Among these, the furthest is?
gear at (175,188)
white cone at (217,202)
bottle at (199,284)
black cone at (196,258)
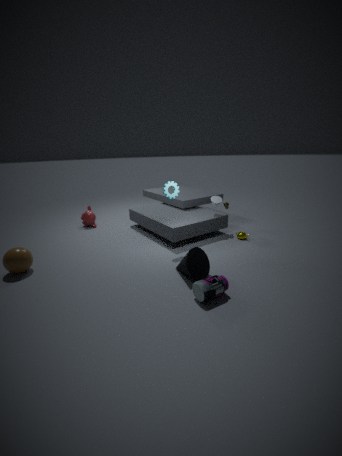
white cone at (217,202)
